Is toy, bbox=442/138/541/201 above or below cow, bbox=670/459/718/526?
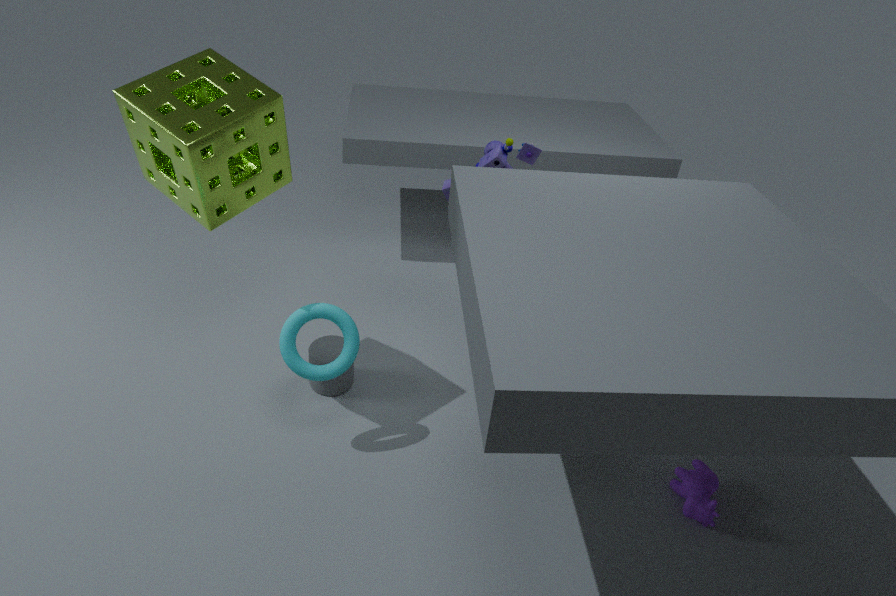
above
